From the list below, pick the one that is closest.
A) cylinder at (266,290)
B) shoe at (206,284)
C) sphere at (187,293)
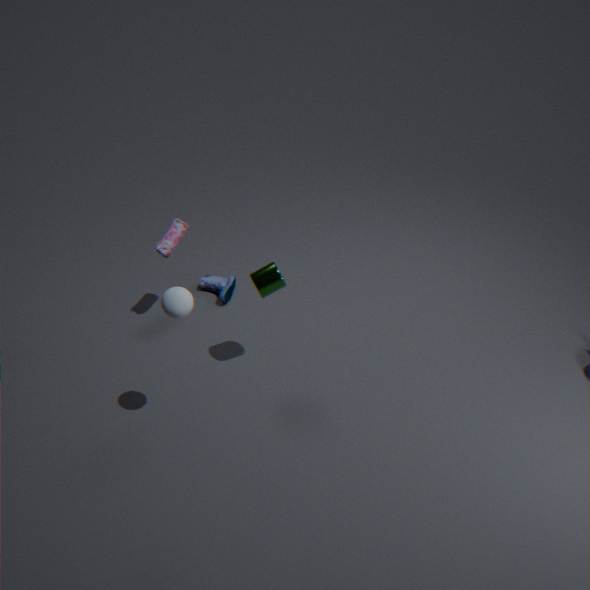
sphere at (187,293)
